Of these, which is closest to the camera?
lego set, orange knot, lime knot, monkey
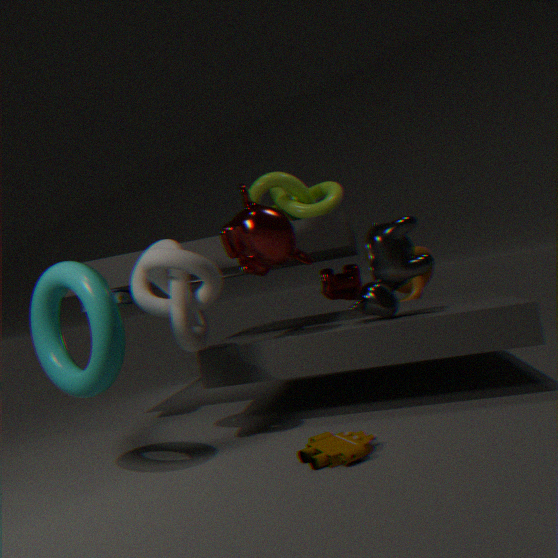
lego set
